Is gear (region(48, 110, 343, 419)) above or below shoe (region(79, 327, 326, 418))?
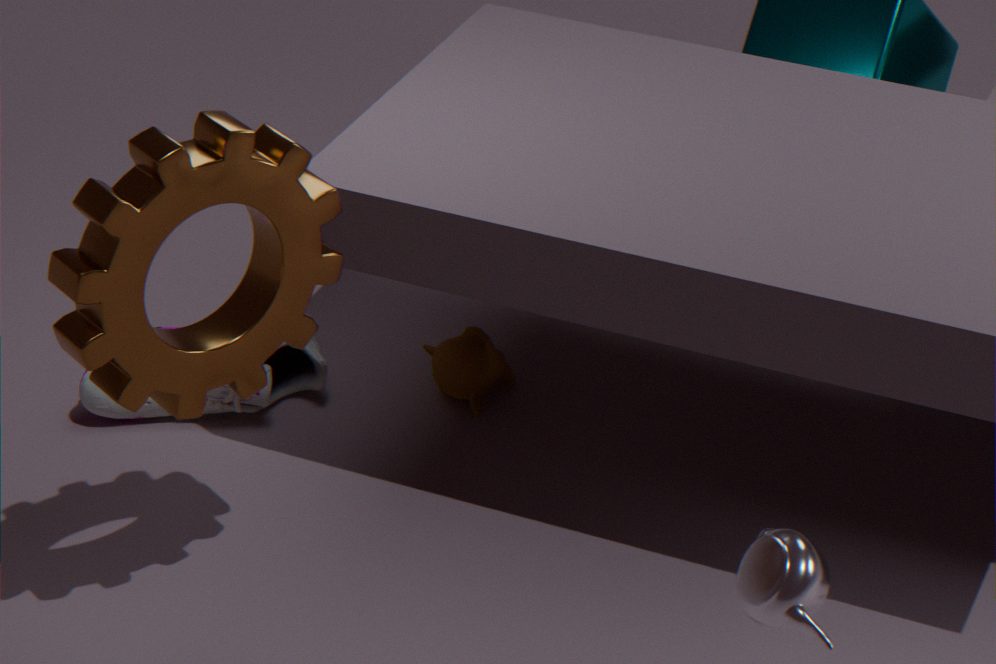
above
